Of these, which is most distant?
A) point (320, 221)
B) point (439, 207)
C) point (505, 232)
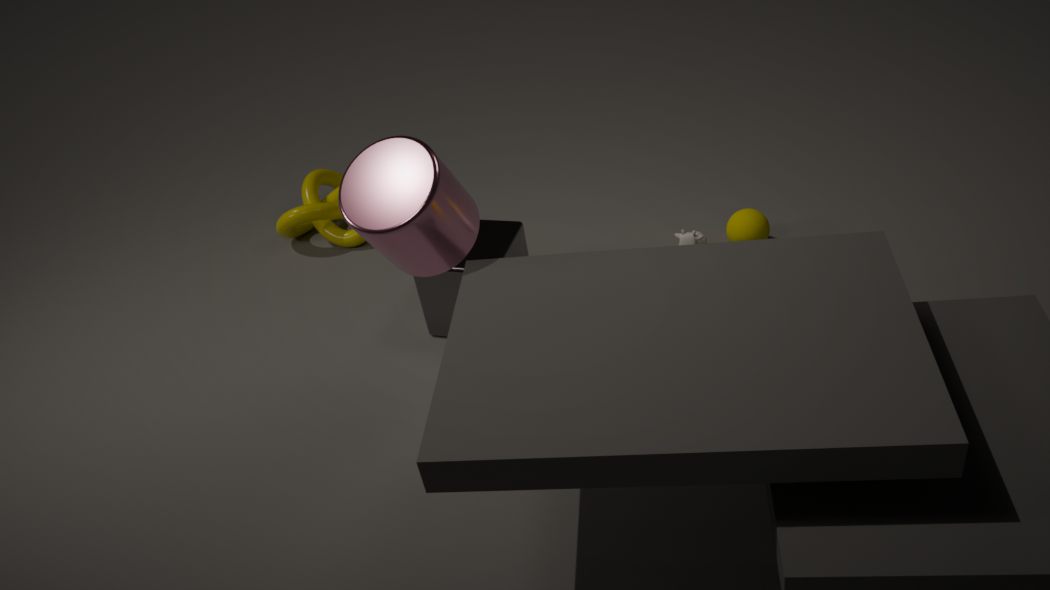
point (320, 221)
